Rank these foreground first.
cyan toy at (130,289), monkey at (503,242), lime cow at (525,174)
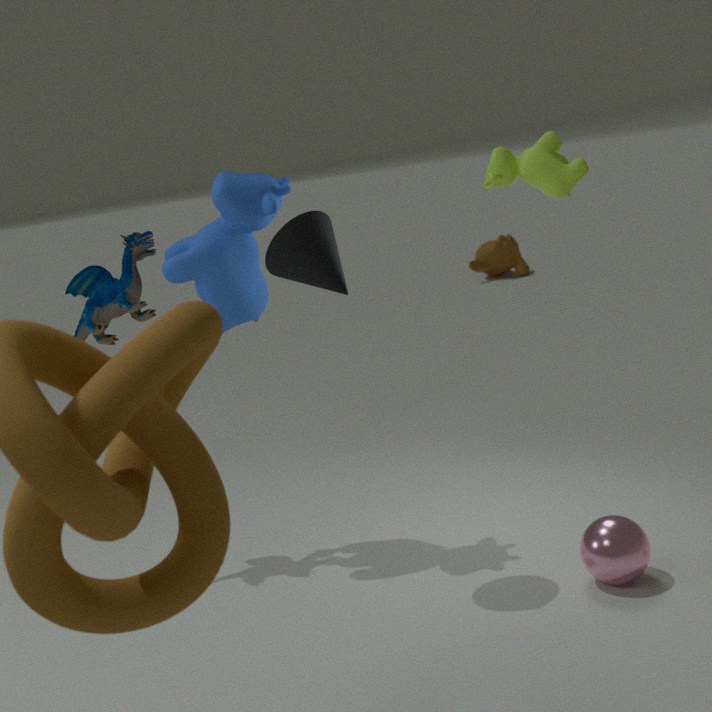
lime cow at (525,174)
cyan toy at (130,289)
monkey at (503,242)
